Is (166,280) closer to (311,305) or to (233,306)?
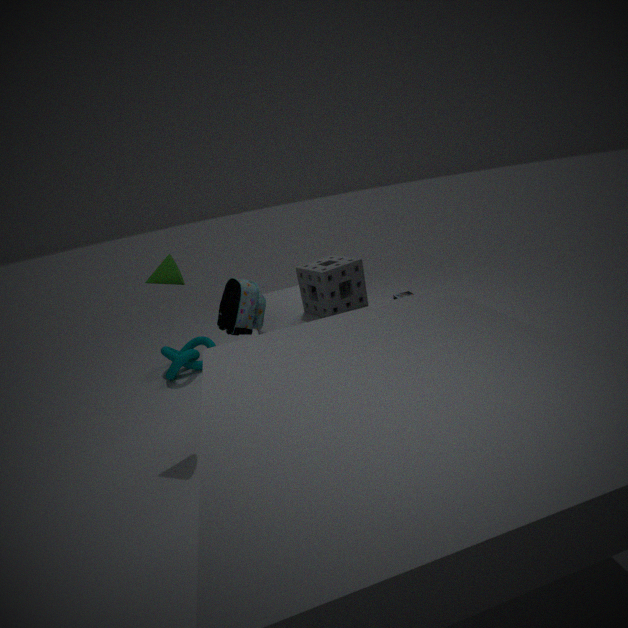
(233,306)
